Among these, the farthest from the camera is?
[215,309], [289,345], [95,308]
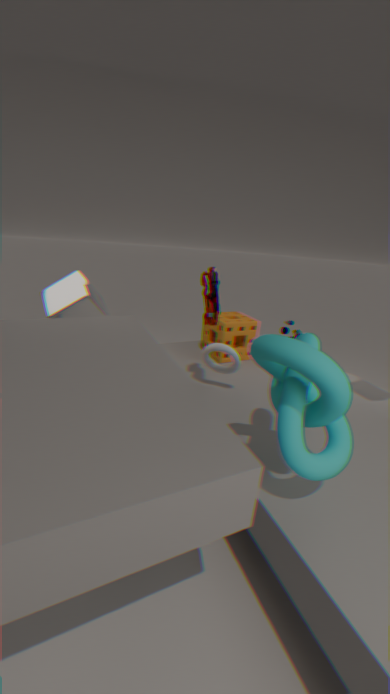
[95,308]
